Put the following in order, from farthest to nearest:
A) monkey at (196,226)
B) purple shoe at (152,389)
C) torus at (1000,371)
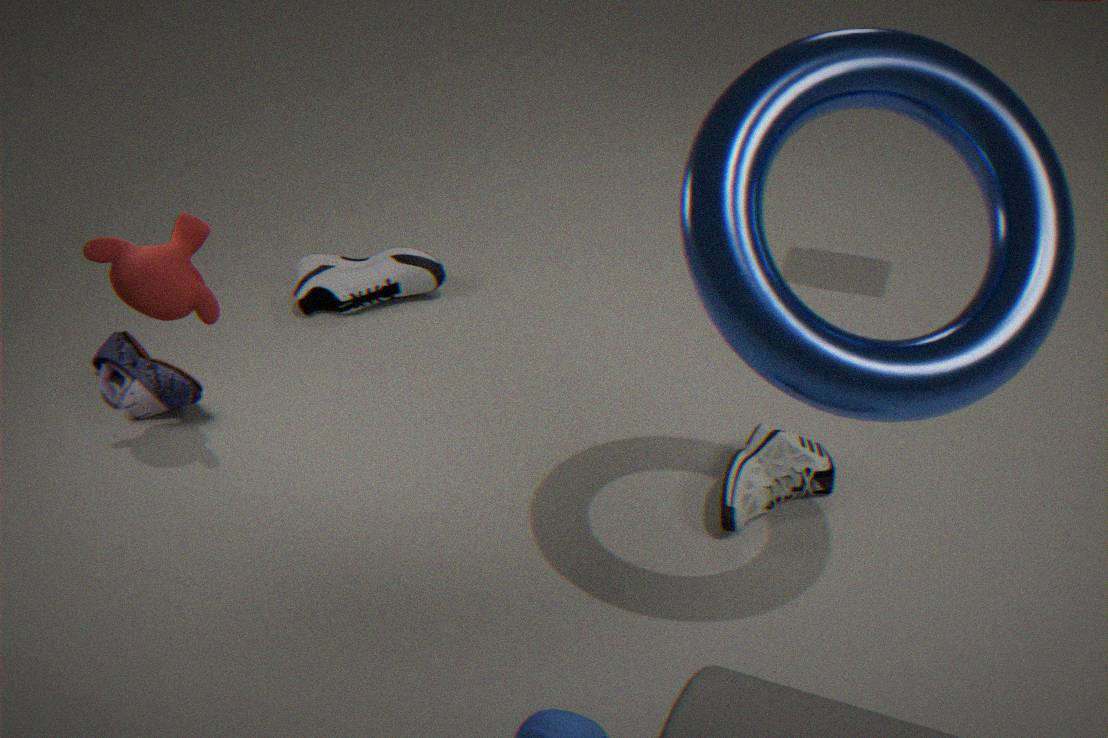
1. purple shoe at (152,389)
2. monkey at (196,226)
3. torus at (1000,371)
